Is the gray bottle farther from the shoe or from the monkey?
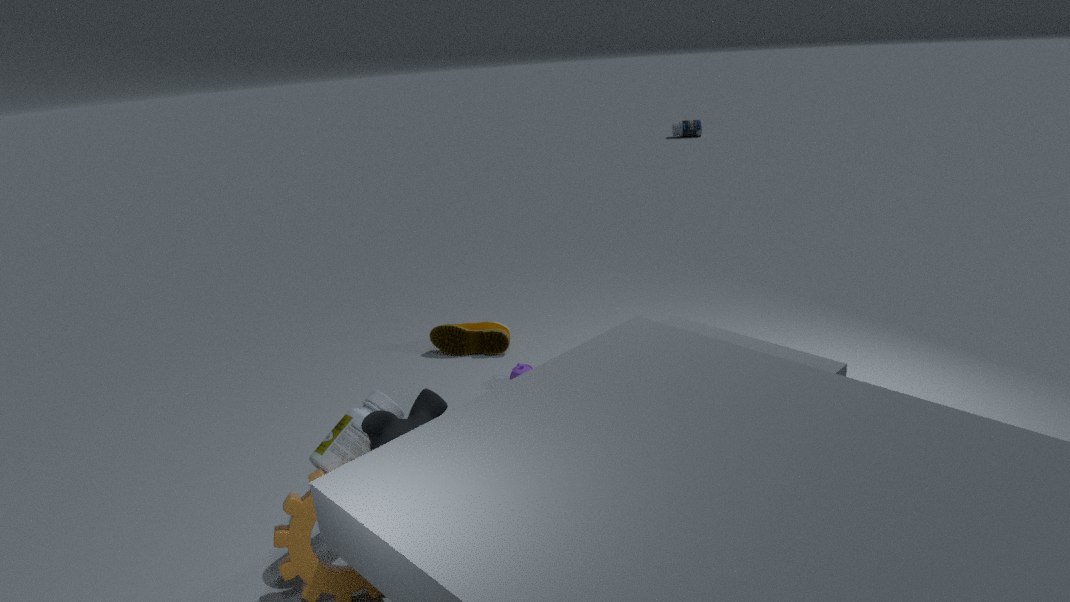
the shoe
